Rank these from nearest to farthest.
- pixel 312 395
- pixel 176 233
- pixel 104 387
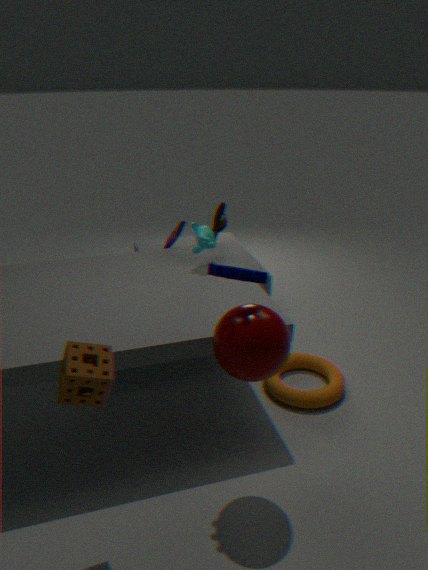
pixel 104 387 < pixel 312 395 < pixel 176 233
